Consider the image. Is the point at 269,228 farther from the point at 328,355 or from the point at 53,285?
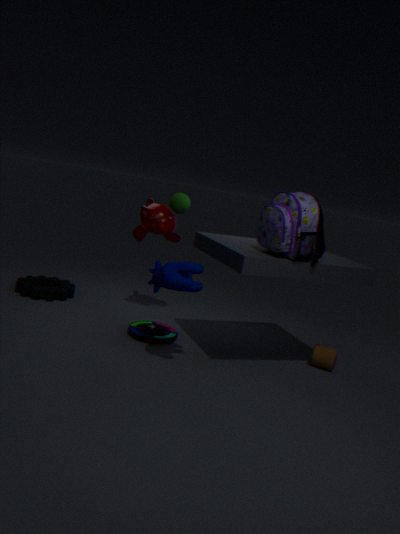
the point at 53,285
